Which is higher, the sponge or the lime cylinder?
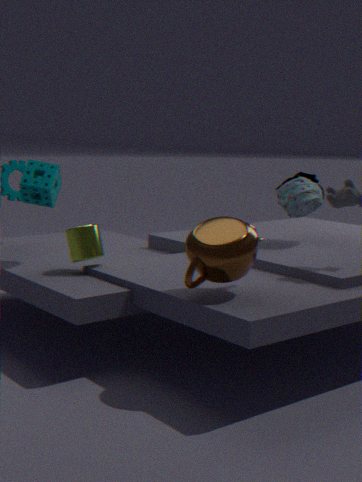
the sponge
